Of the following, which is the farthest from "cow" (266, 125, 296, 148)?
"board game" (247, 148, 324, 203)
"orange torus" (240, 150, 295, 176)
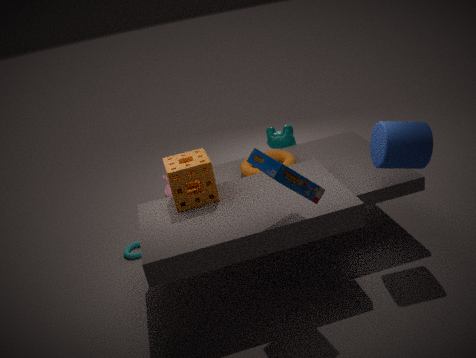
"board game" (247, 148, 324, 203)
